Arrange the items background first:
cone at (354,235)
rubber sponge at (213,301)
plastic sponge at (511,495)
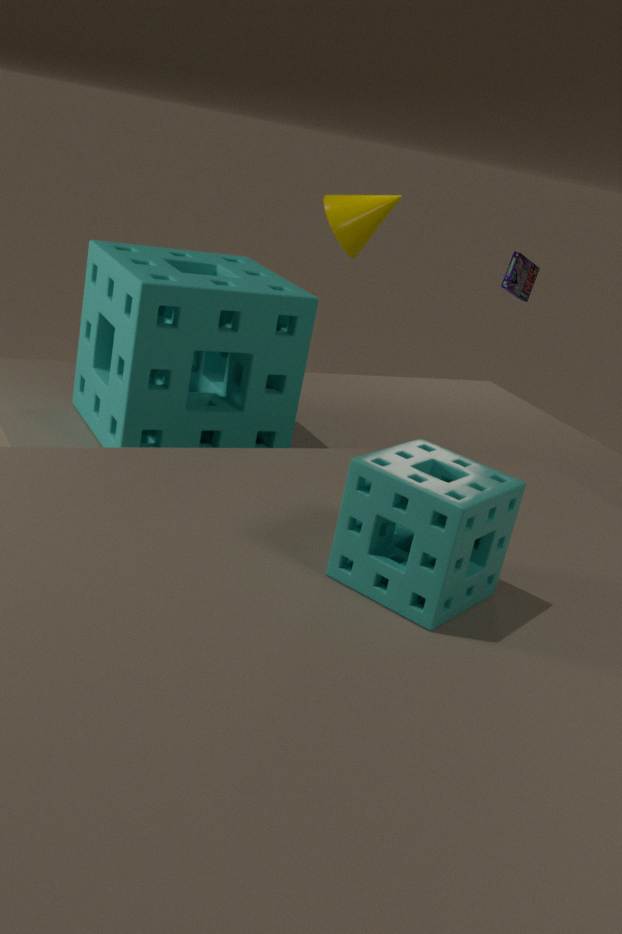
cone at (354,235) → rubber sponge at (213,301) → plastic sponge at (511,495)
